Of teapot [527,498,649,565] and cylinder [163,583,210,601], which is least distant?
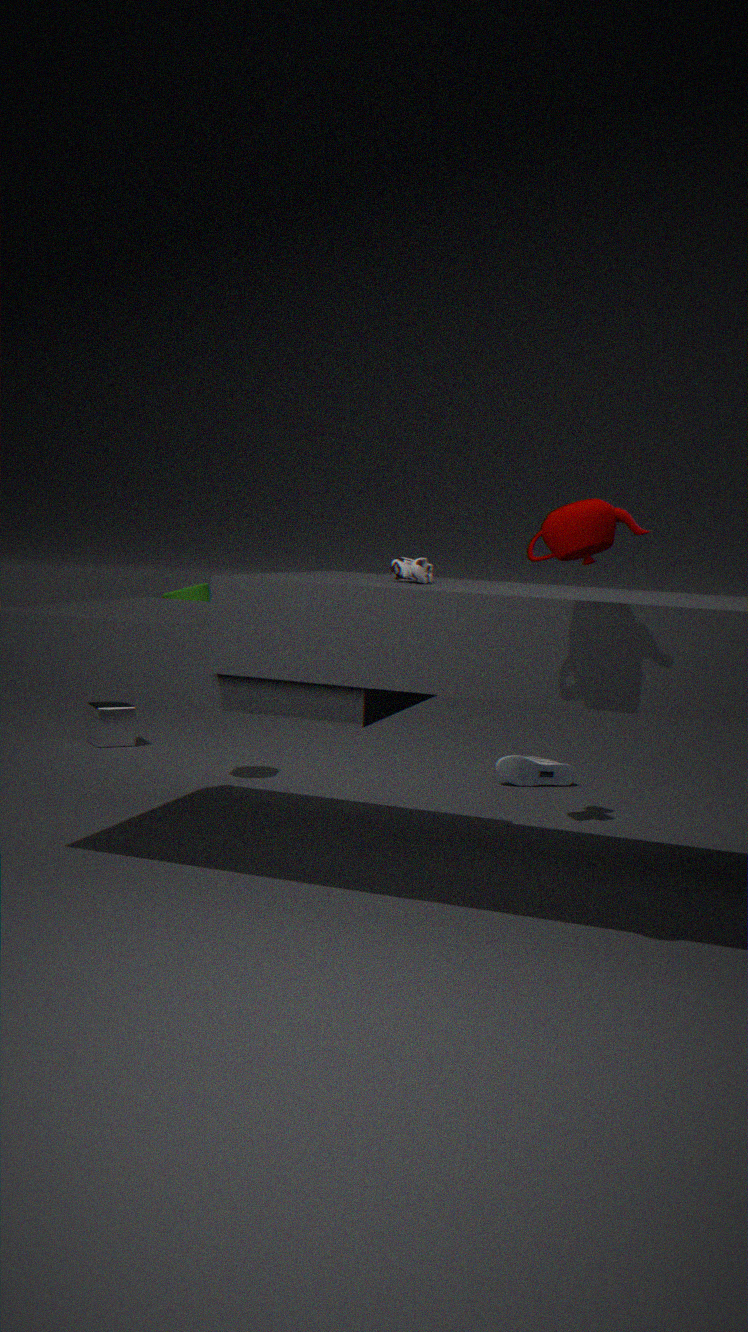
teapot [527,498,649,565]
